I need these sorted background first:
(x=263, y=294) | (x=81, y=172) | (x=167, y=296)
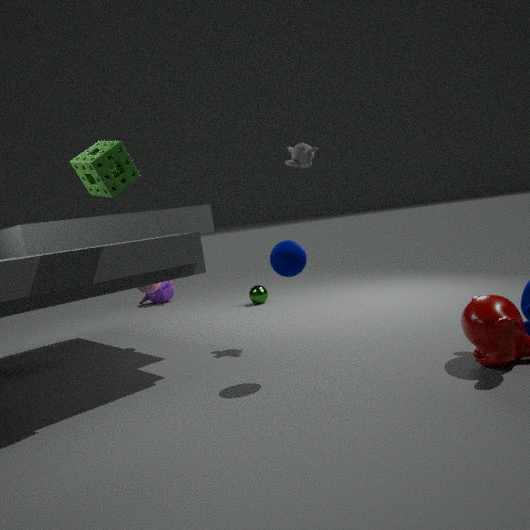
(x=167, y=296), (x=263, y=294), (x=81, y=172)
